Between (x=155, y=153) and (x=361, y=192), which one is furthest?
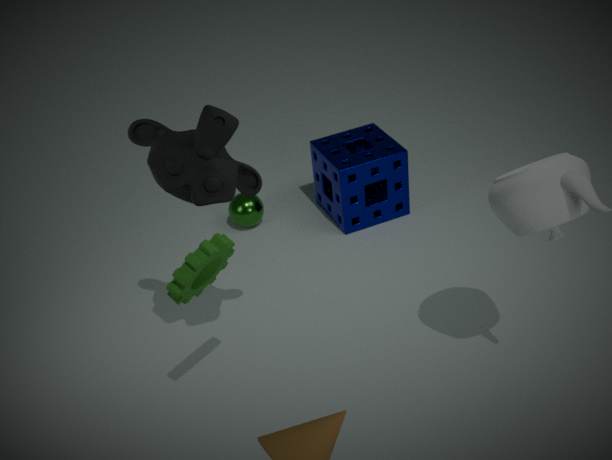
(x=361, y=192)
